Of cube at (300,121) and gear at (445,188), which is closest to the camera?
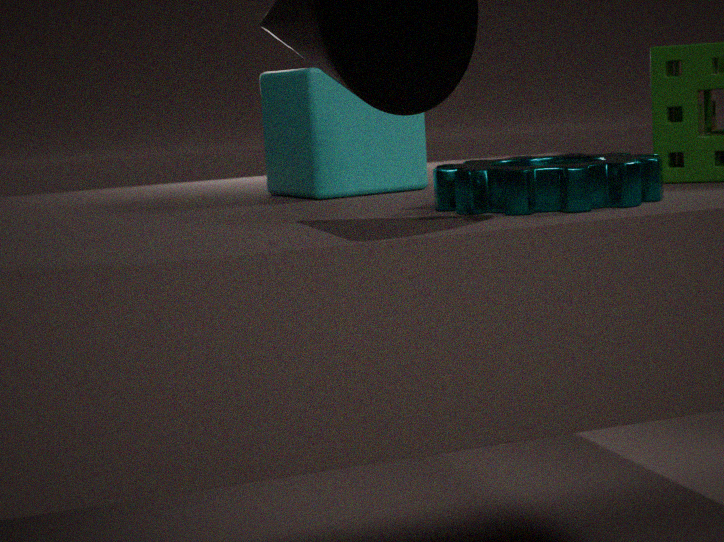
gear at (445,188)
